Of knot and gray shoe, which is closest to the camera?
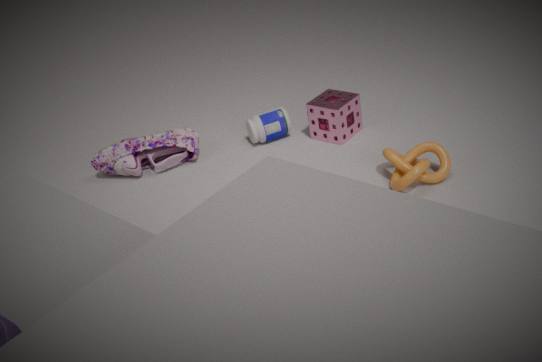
knot
